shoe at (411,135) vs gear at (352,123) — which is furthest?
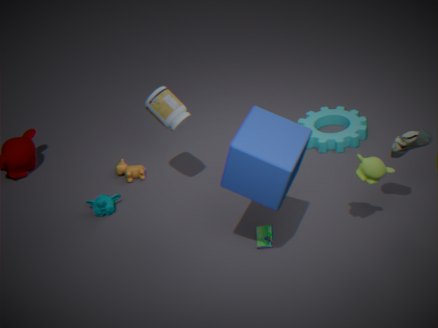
gear at (352,123)
